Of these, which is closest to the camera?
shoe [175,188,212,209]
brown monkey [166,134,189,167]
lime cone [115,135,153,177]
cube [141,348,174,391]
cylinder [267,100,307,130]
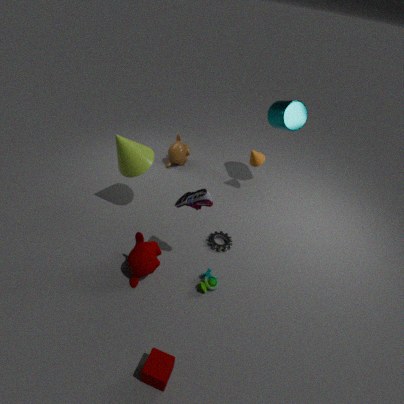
cube [141,348,174,391]
